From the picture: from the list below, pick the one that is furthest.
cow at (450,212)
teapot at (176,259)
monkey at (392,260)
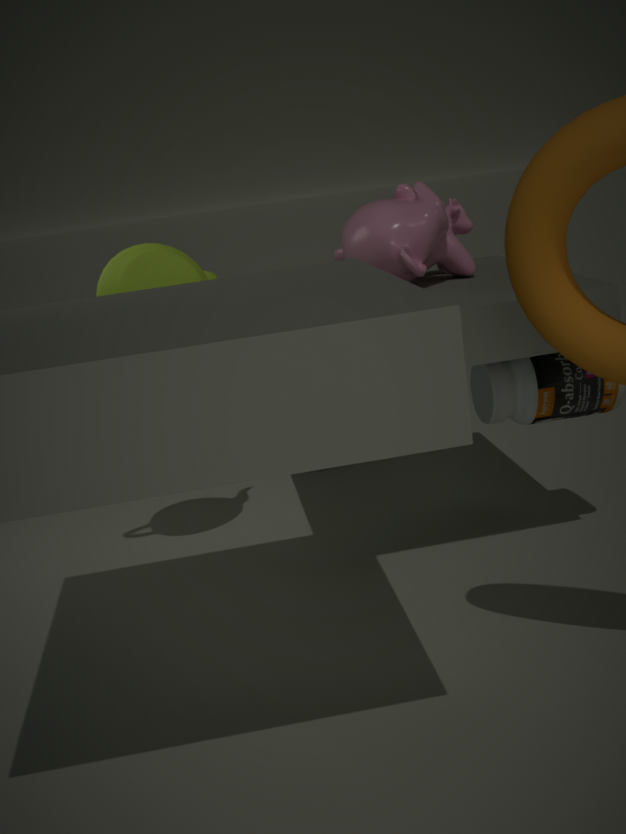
cow at (450,212)
